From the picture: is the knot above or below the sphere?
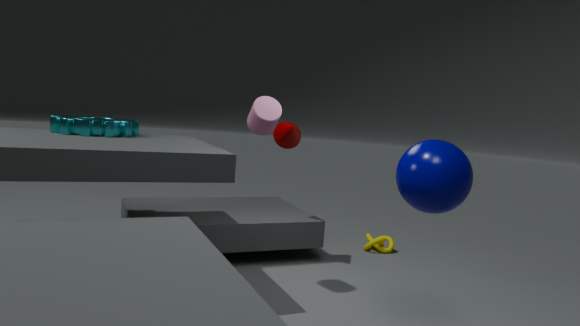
below
